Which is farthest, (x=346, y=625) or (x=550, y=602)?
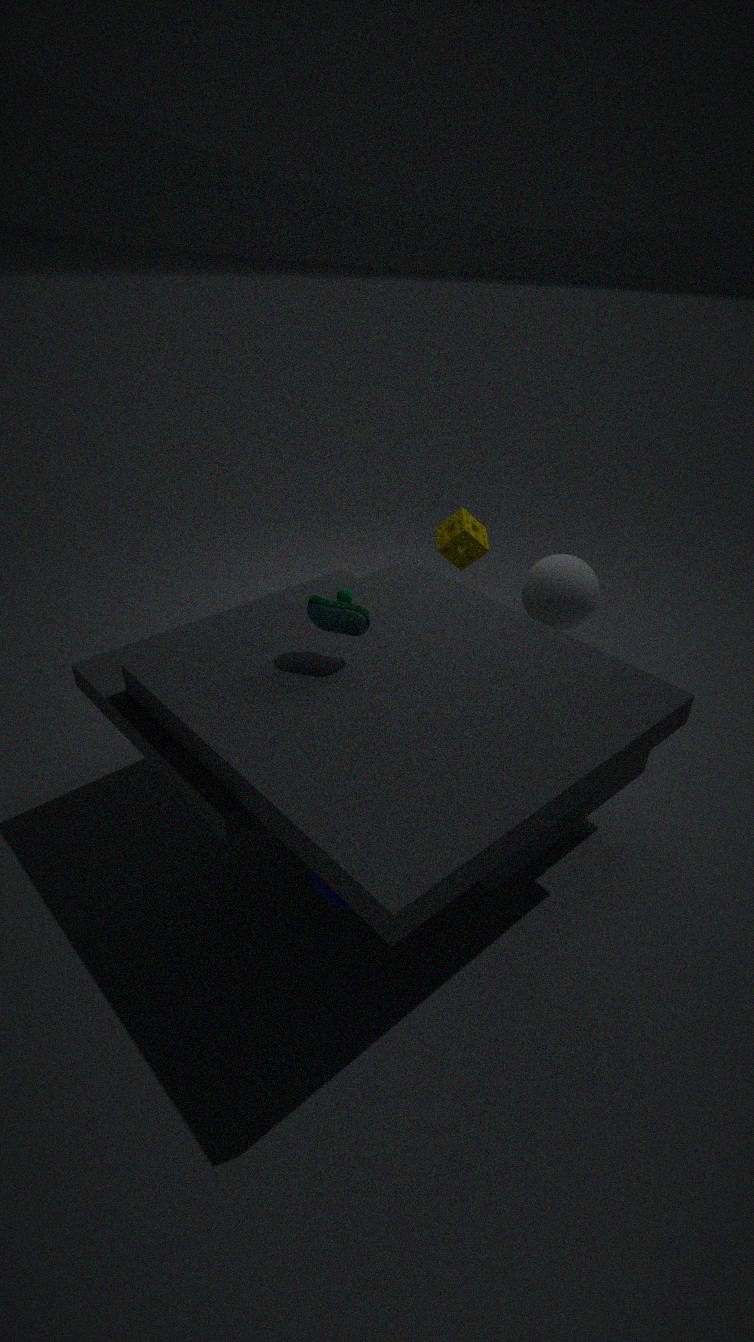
(x=550, y=602)
